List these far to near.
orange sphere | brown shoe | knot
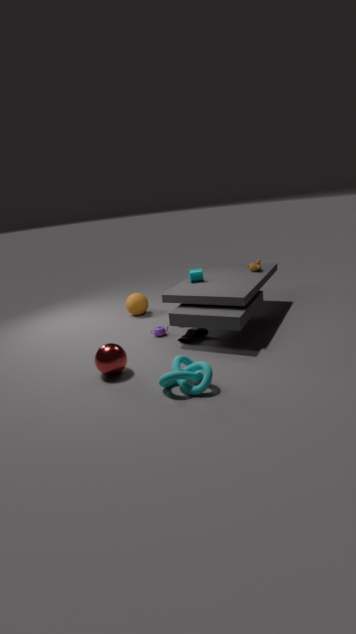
orange sphere → brown shoe → knot
